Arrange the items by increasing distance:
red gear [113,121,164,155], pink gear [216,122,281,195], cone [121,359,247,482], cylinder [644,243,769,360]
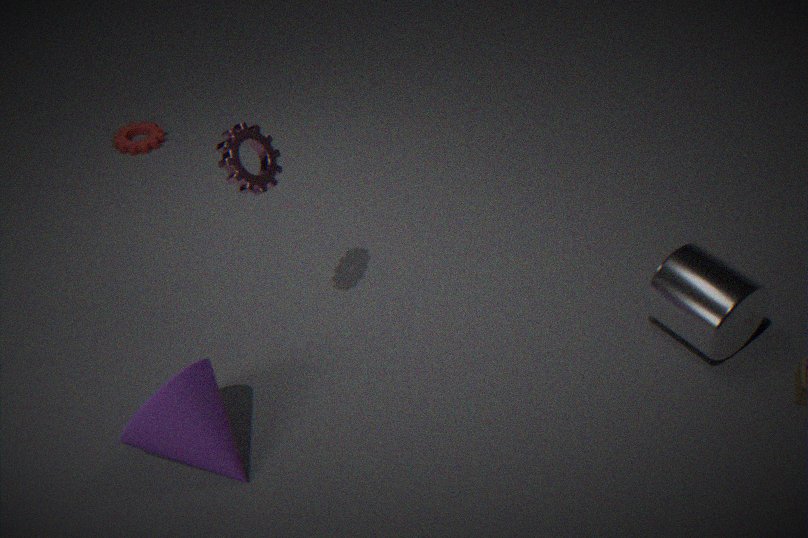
cone [121,359,247,482]
pink gear [216,122,281,195]
cylinder [644,243,769,360]
red gear [113,121,164,155]
